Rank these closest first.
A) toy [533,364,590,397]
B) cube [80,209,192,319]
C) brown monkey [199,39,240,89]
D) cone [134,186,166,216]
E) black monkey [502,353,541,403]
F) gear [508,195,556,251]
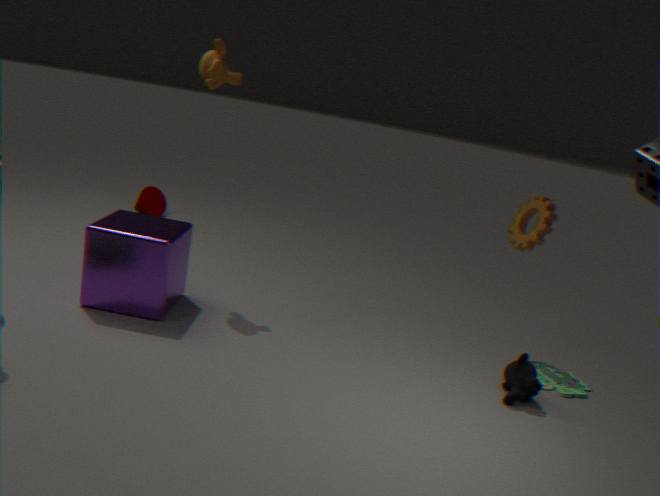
black monkey [502,353,541,403] < cube [80,209,192,319] < toy [533,364,590,397] < brown monkey [199,39,240,89] < gear [508,195,556,251] < cone [134,186,166,216]
